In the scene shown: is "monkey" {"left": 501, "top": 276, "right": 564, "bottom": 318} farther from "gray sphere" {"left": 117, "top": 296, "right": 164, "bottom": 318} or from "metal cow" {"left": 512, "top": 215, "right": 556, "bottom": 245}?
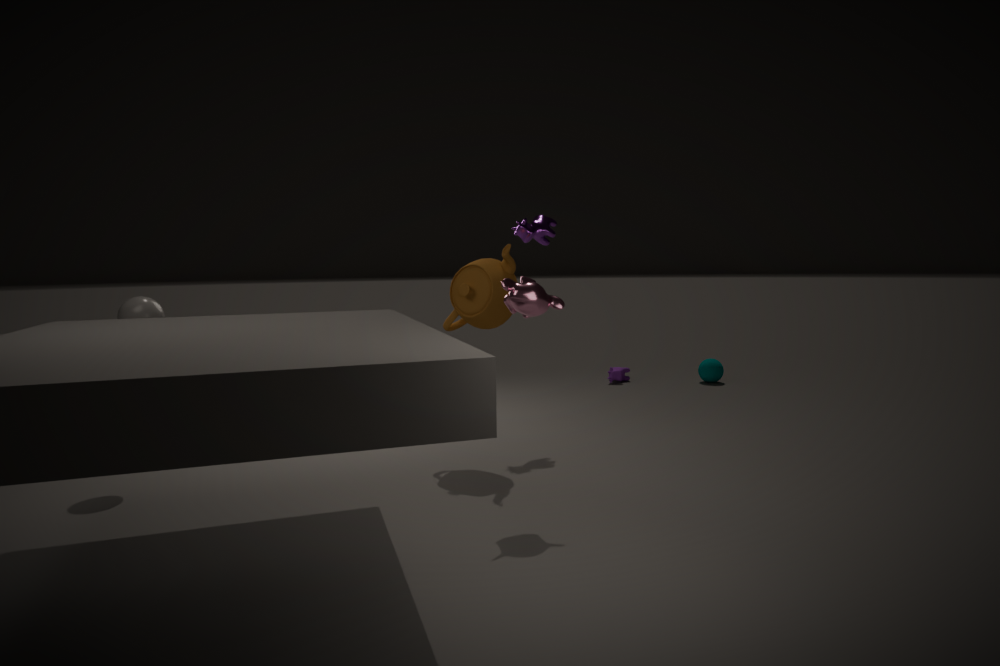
"gray sphere" {"left": 117, "top": 296, "right": 164, "bottom": 318}
